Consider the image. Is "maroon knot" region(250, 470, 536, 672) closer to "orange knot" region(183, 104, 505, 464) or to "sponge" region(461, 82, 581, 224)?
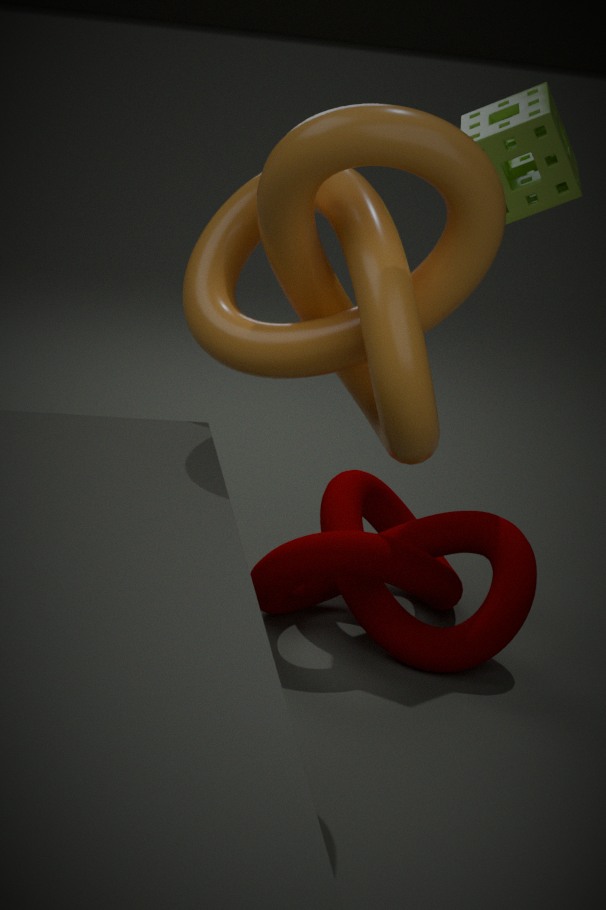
"orange knot" region(183, 104, 505, 464)
